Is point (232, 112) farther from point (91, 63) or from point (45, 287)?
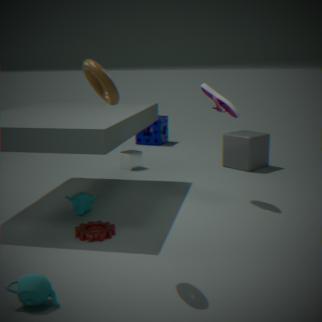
point (45, 287)
